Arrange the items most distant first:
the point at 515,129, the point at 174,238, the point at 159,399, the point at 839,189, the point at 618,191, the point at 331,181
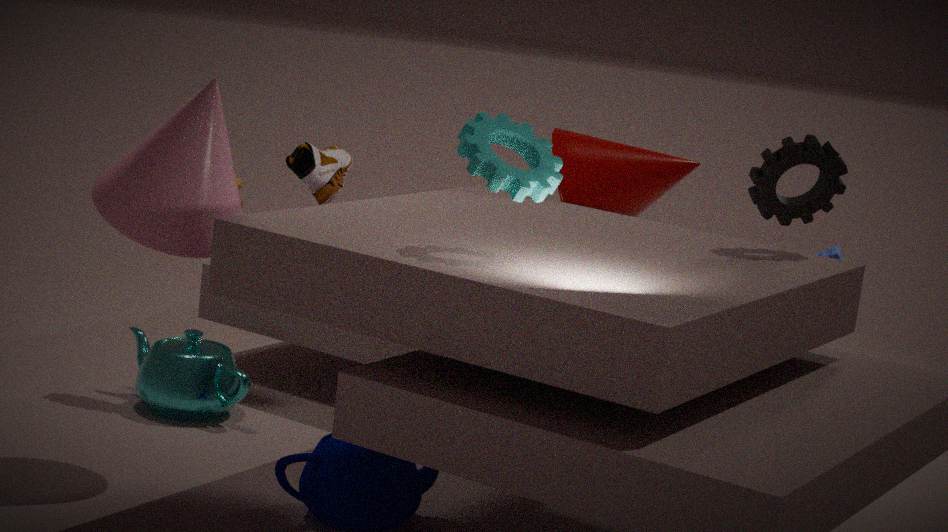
the point at 331,181, the point at 618,191, the point at 159,399, the point at 839,189, the point at 174,238, the point at 515,129
